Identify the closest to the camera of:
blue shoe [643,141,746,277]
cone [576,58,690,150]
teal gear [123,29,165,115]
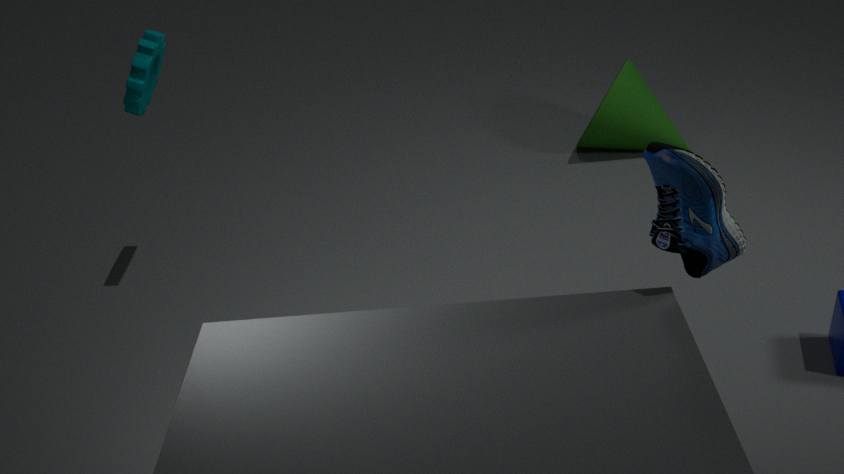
blue shoe [643,141,746,277]
